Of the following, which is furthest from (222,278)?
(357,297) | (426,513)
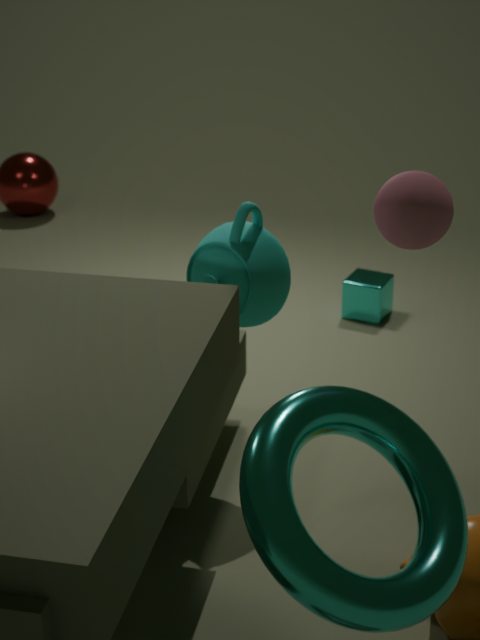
(357,297)
